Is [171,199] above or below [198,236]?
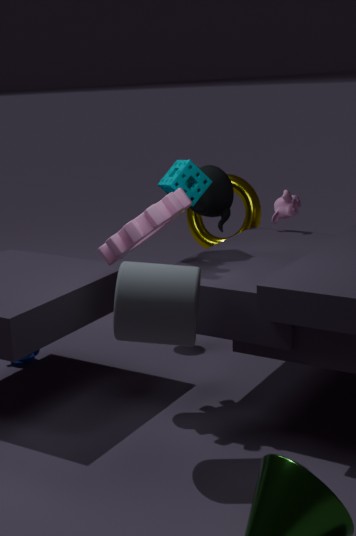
above
